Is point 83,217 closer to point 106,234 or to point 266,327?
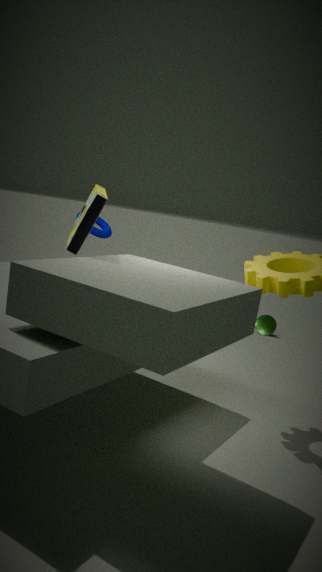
point 106,234
